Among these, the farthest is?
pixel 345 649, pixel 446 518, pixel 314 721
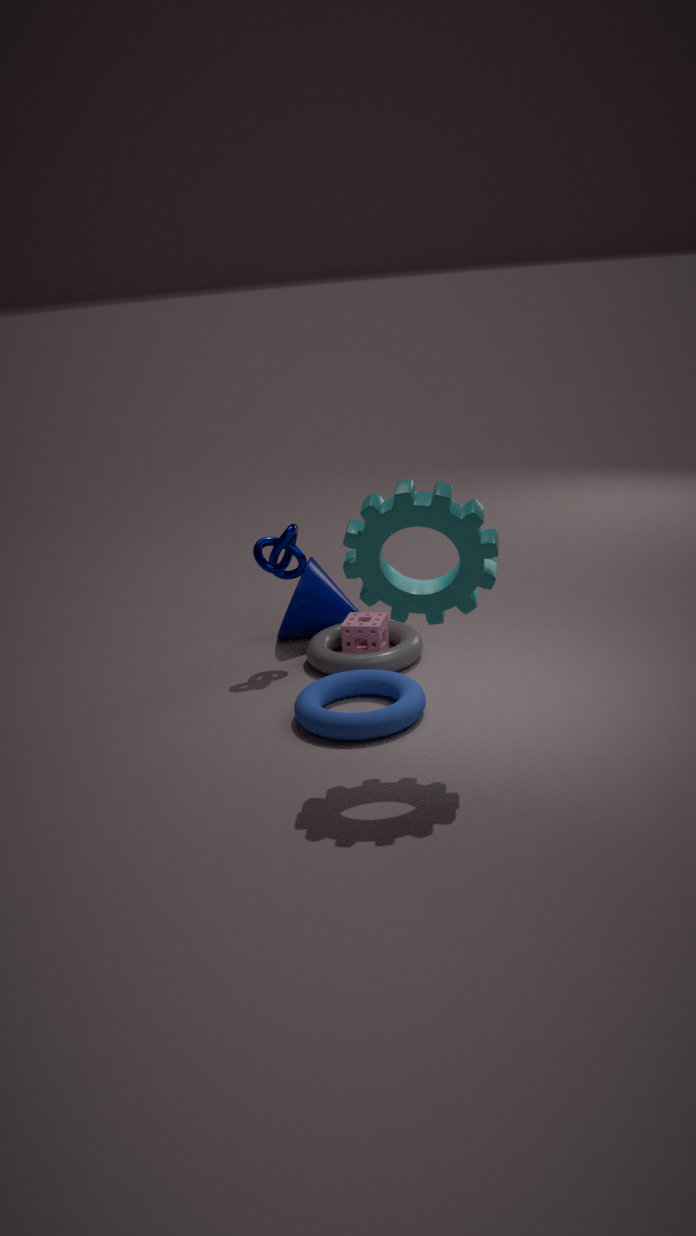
pixel 345 649
